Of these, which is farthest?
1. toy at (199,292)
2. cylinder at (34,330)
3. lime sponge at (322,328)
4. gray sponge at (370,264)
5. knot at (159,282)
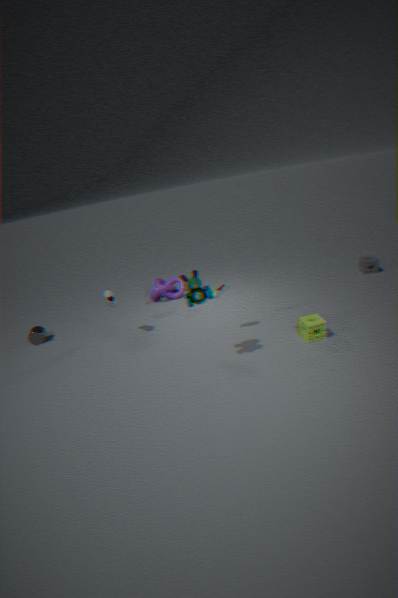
knot at (159,282)
